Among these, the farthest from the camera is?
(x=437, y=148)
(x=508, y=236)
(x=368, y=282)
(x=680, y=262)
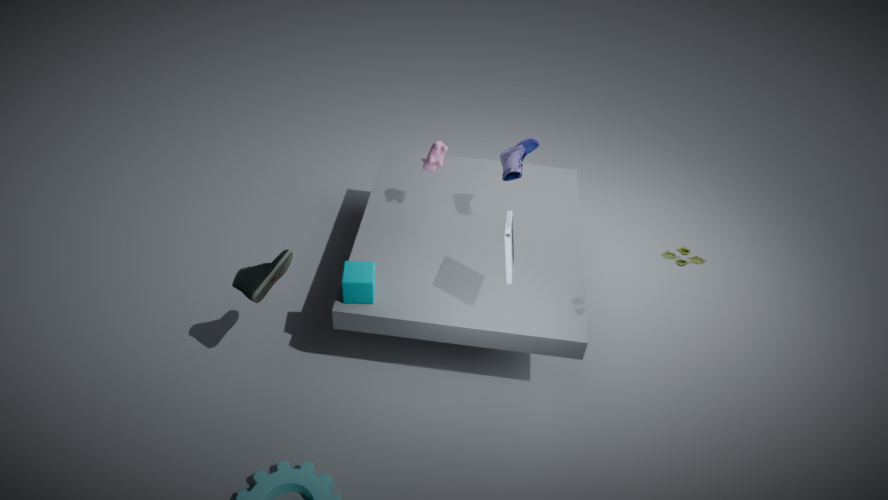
(x=437, y=148)
